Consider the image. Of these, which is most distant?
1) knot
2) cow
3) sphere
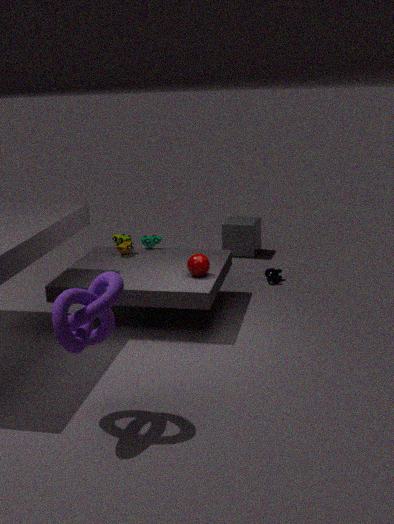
2
